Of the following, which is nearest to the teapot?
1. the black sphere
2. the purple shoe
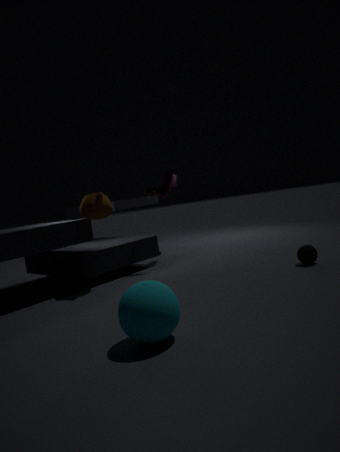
the purple shoe
